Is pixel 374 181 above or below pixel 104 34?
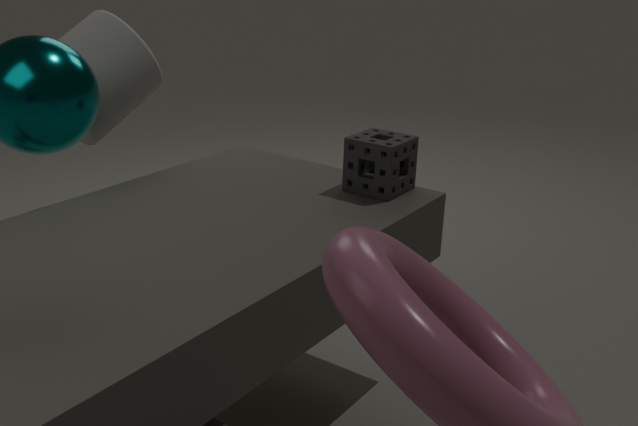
below
